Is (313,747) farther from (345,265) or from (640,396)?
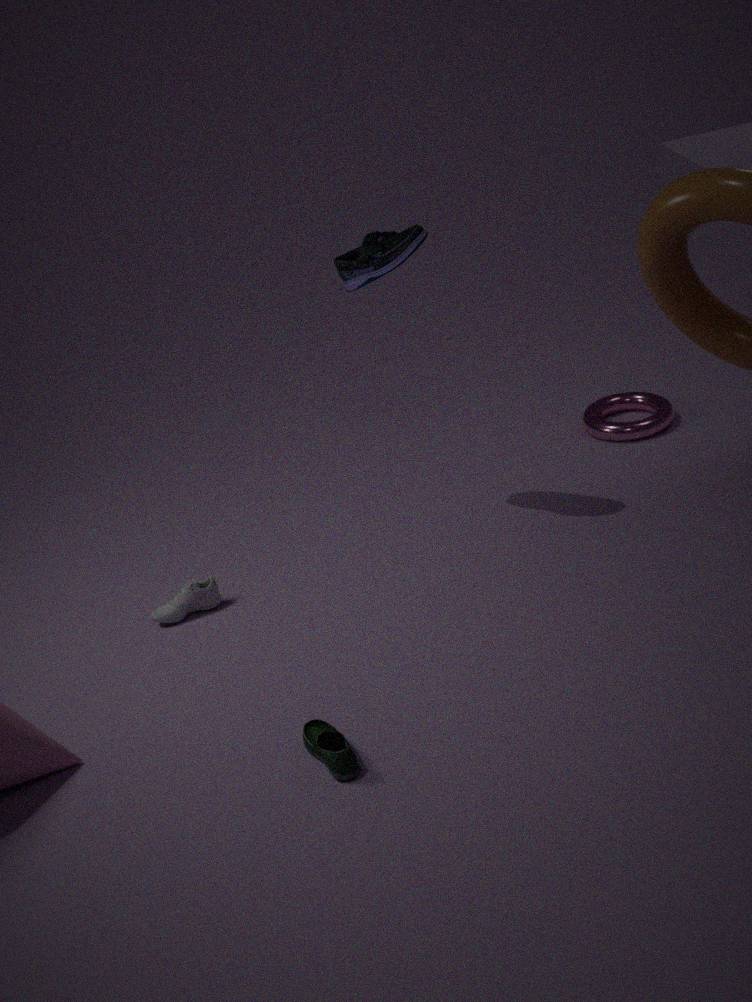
(640,396)
